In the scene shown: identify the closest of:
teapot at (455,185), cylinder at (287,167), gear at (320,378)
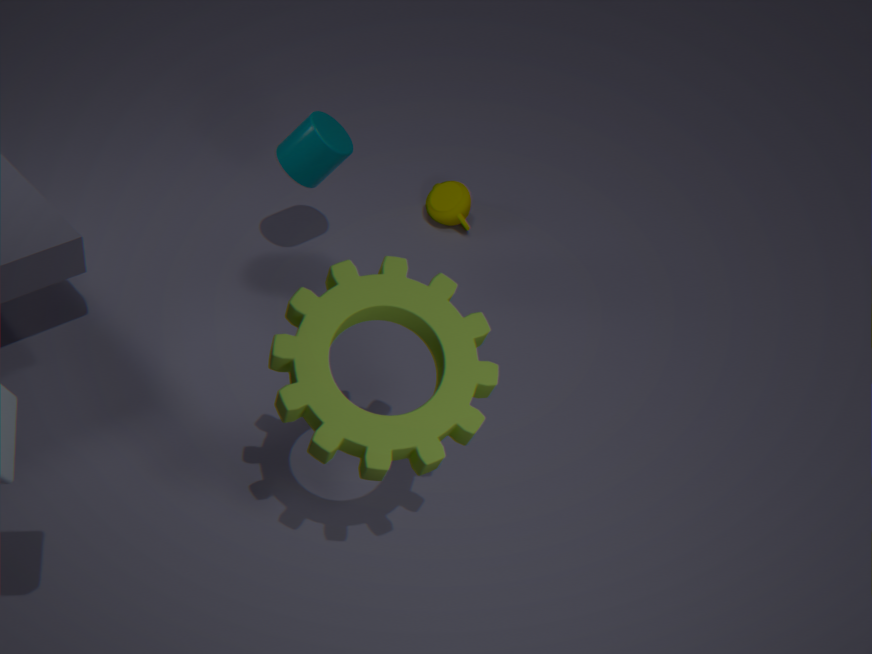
gear at (320,378)
